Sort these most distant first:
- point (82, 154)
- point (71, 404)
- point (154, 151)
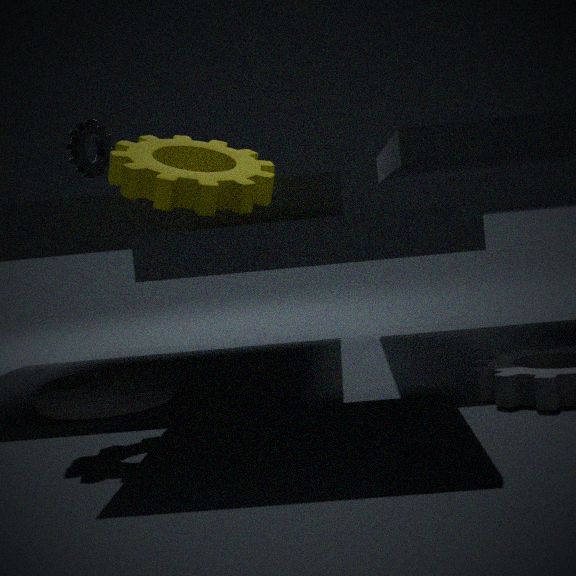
point (82, 154) < point (71, 404) < point (154, 151)
